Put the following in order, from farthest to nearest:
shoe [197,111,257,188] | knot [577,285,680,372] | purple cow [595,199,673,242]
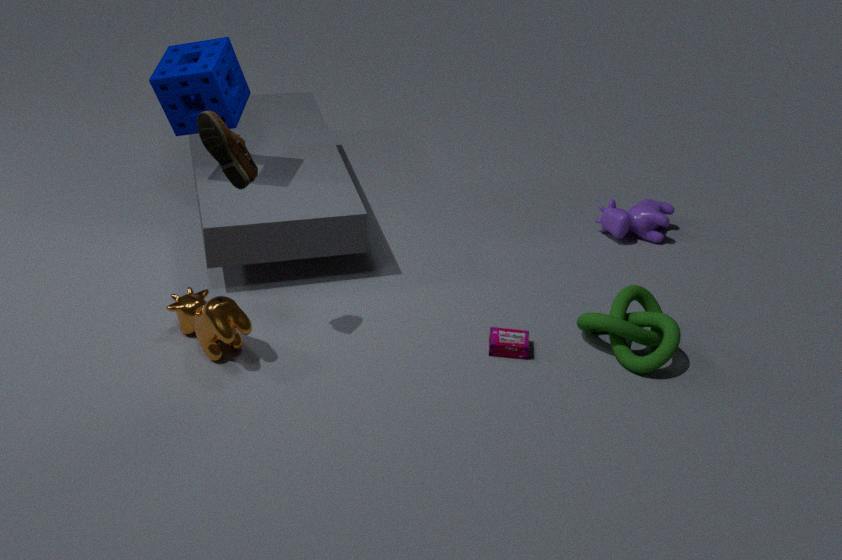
purple cow [595,199,673,242], knot [577,285,680,372], shoe [197,111,257,188]
